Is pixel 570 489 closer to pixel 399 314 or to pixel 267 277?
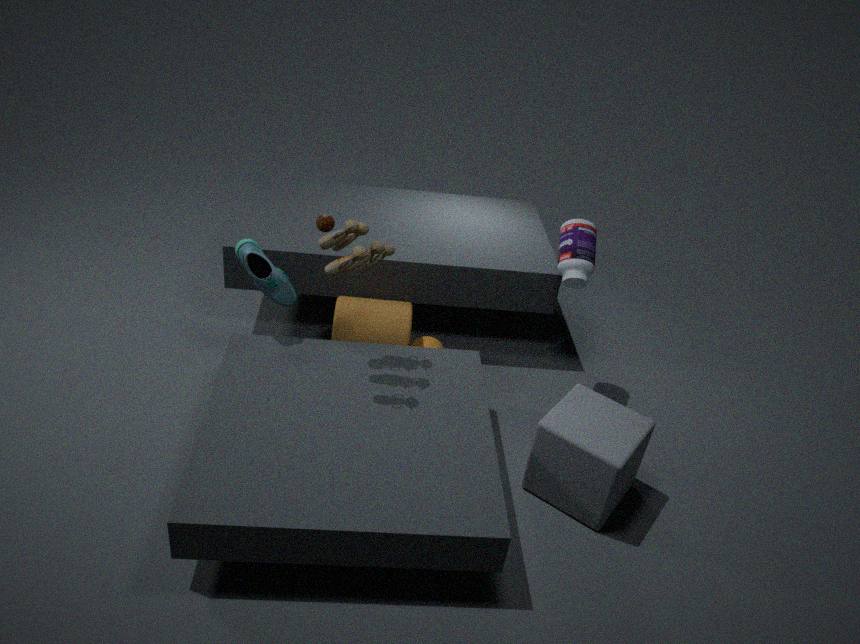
pixel 399 314
